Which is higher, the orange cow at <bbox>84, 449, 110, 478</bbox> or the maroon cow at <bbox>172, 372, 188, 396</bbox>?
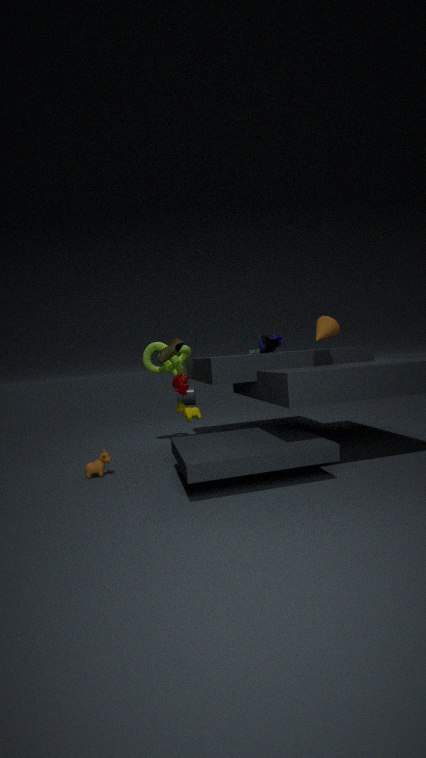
the maroon cow at <bbox>172, 372, 188, 396</bbox>
